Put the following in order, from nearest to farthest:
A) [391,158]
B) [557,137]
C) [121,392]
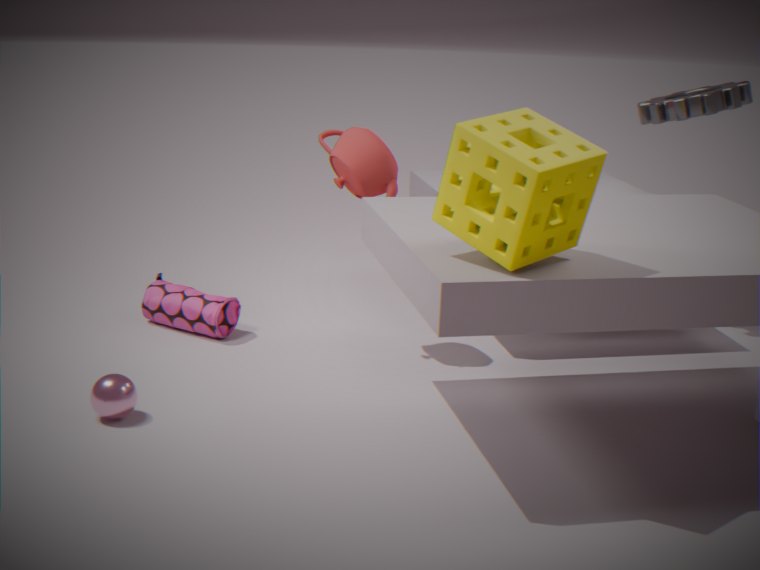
[557,137], [121,392], [391,158]
